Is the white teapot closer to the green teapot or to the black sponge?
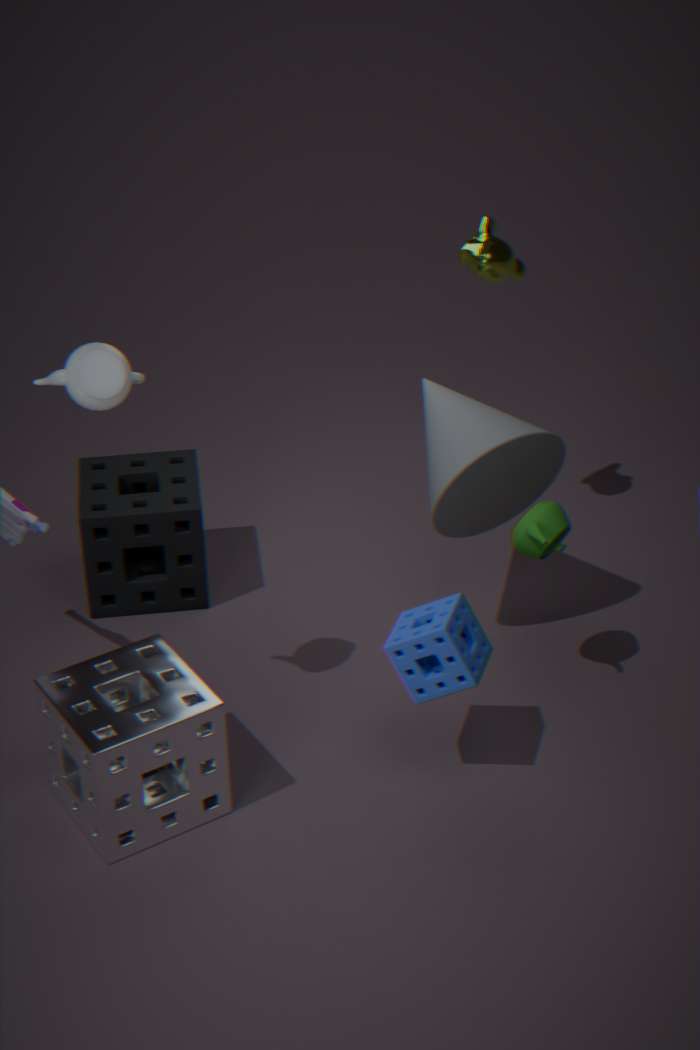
the black sponge
